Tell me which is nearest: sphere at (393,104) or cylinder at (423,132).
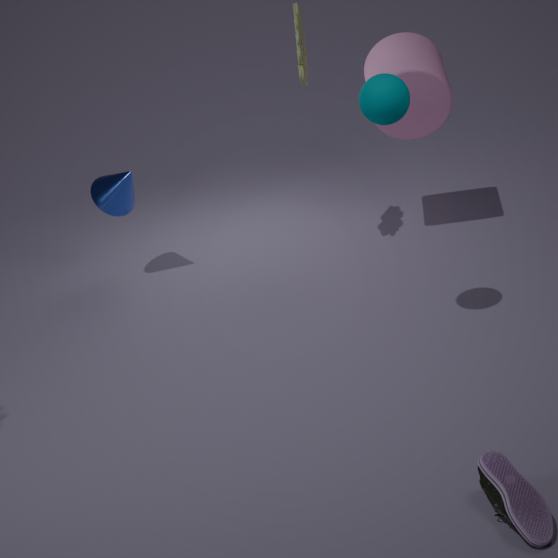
sphere at (393,104)
